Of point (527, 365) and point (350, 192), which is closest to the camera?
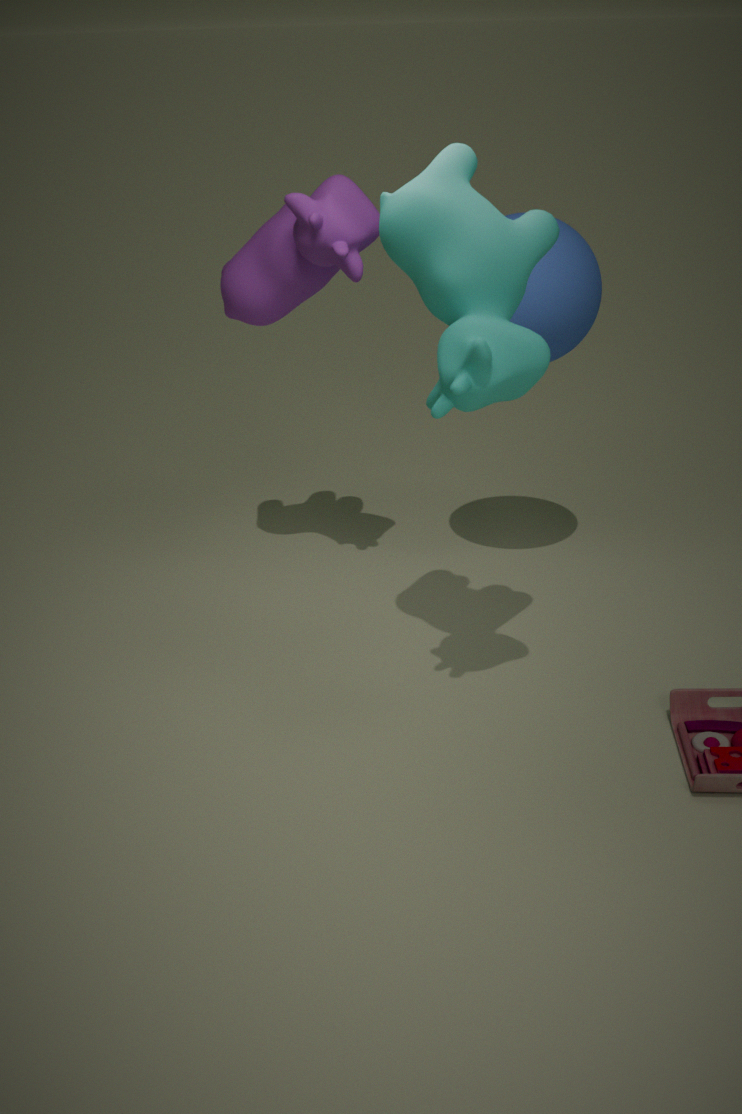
point (527, 365)
